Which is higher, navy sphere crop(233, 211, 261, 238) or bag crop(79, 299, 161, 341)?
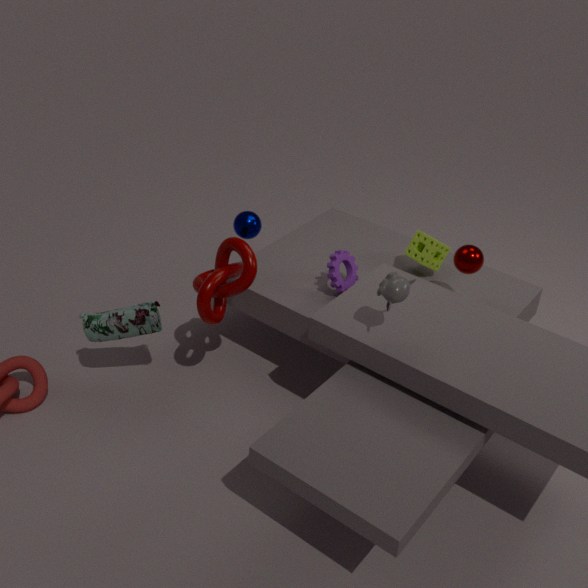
navy sphere crop(233, 211, 261, 238)
